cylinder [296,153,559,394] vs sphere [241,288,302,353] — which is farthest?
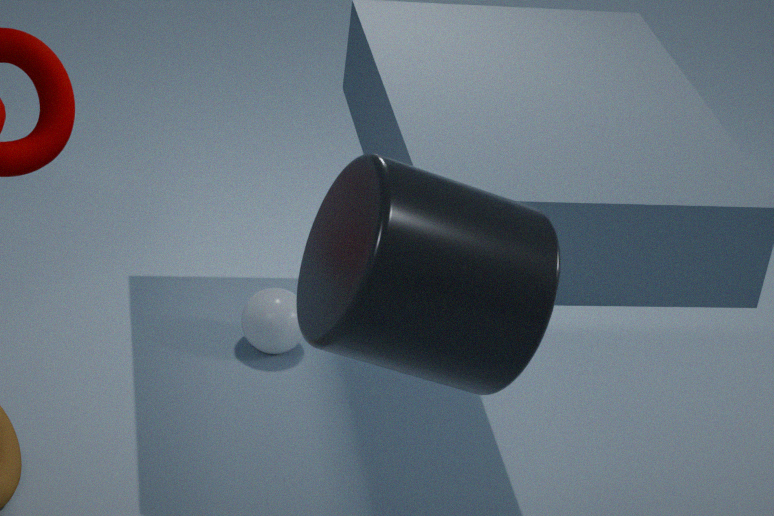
sphere [241,288,302,353]
